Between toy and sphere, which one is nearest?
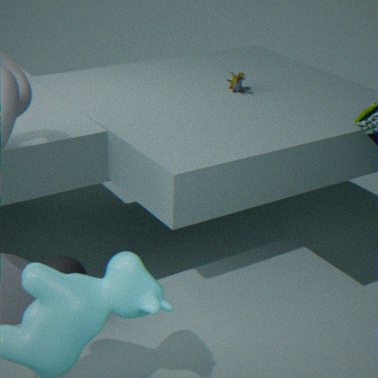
sphere
